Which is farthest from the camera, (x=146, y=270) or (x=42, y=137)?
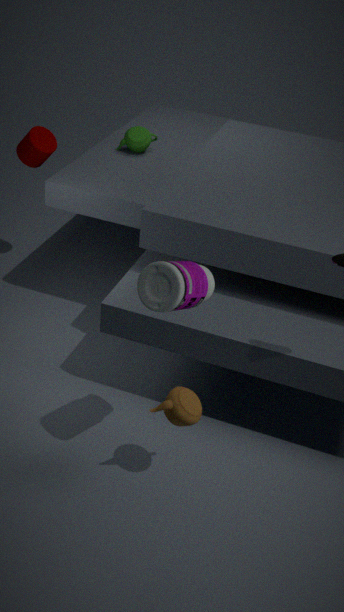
(x=42, y=137)
